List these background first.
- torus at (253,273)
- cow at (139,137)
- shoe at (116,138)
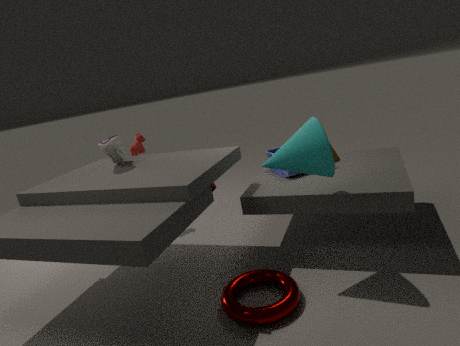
cow at (139,137), shoe at (116,138), torus at (253,273)
